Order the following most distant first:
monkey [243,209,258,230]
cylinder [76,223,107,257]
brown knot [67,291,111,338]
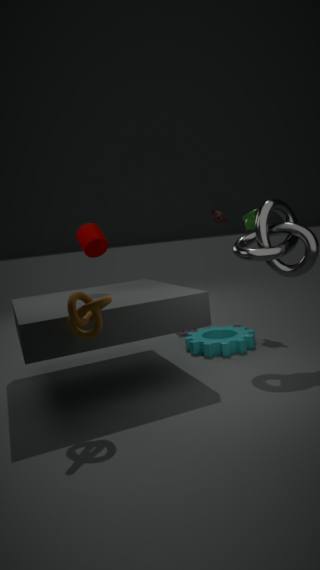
monkey [243,209,258,230] < cylinder [76,223,107,257] < brown knot [67,291,111,338]
